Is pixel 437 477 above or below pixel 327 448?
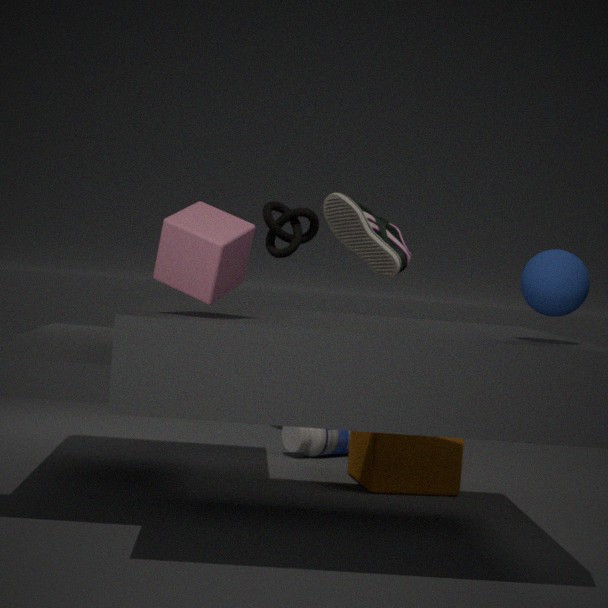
above
